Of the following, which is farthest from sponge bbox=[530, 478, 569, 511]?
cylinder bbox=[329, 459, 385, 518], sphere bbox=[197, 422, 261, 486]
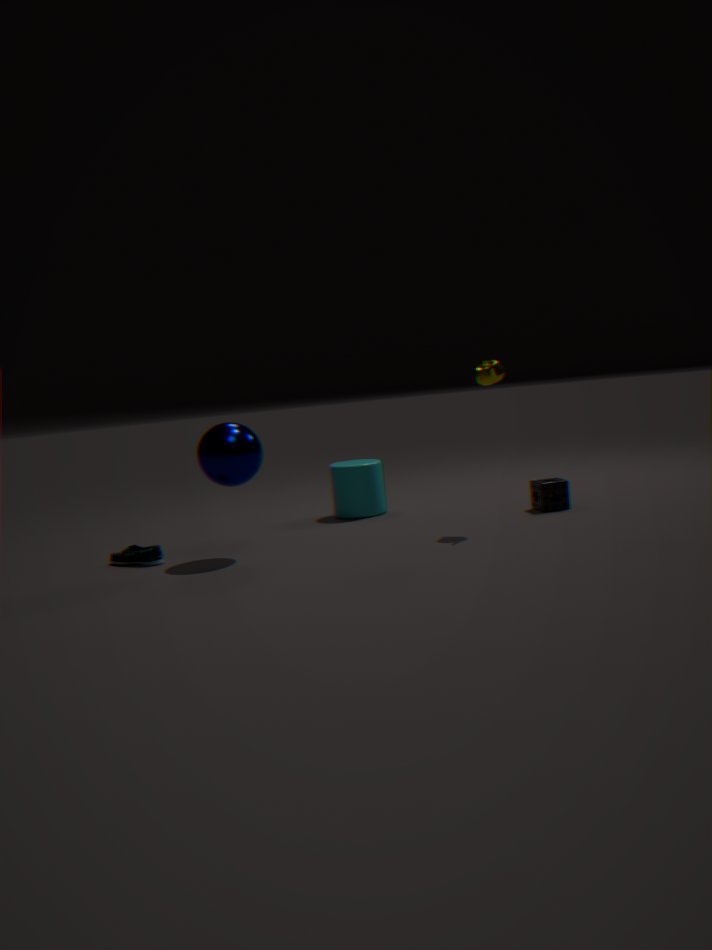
sphere bbox=[197, 422, 261, 486]
